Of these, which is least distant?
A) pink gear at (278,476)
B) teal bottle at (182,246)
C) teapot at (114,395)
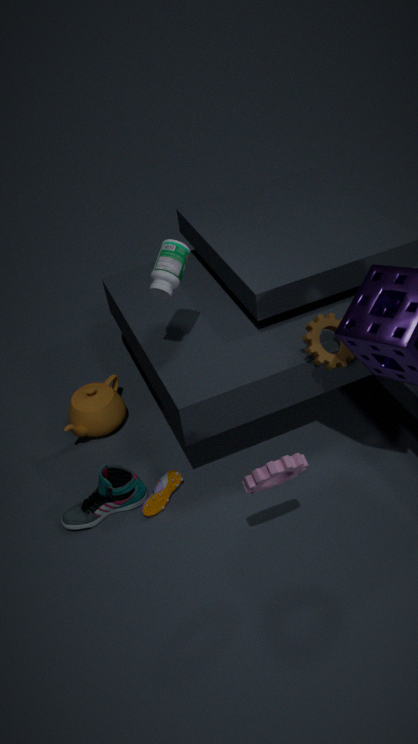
pink gear at (278,476)
